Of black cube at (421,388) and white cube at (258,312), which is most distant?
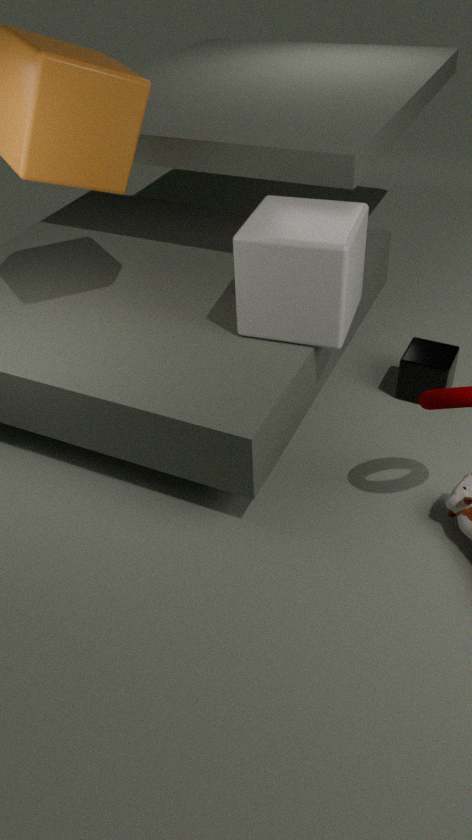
black cube at (421,388)
